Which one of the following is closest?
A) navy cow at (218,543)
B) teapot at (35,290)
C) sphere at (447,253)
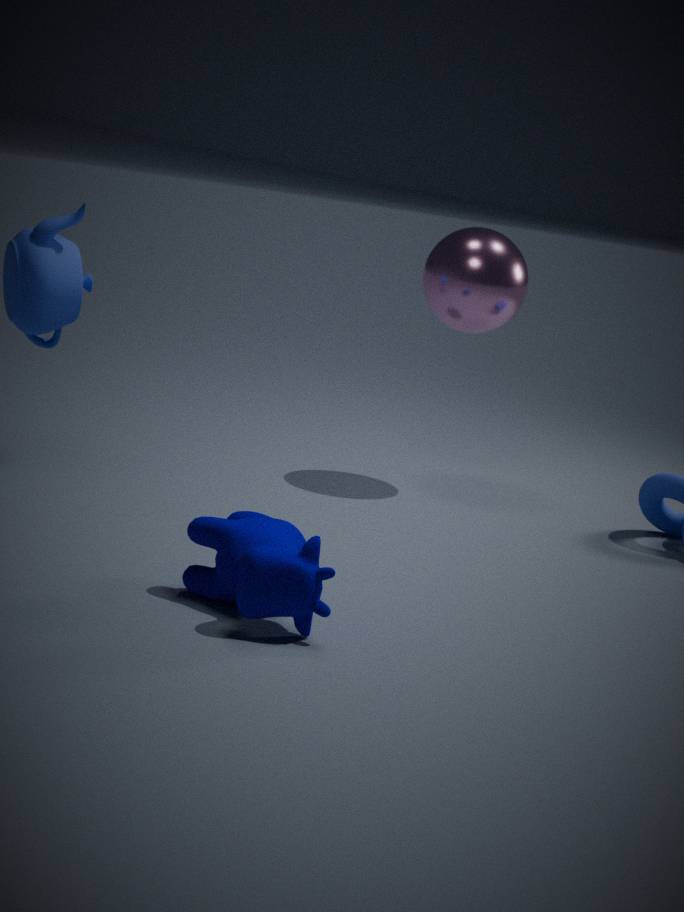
navy cow at (218,543)
